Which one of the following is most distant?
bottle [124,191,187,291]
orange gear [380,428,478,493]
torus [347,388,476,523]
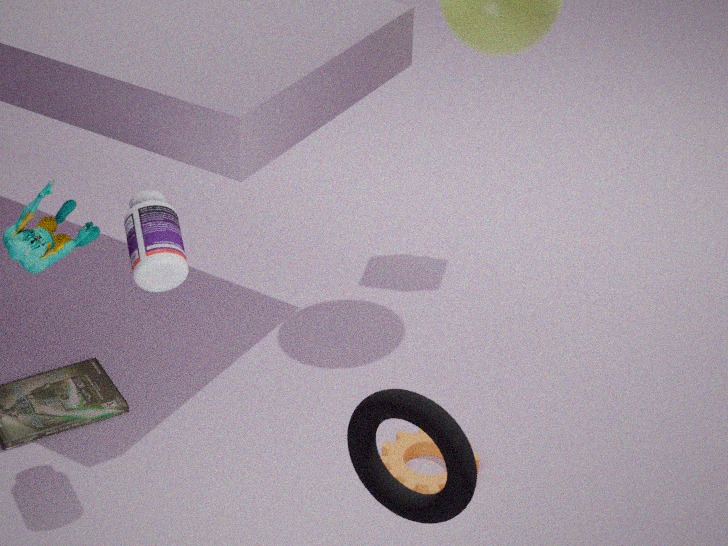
orange gear [380,428,478,493]
